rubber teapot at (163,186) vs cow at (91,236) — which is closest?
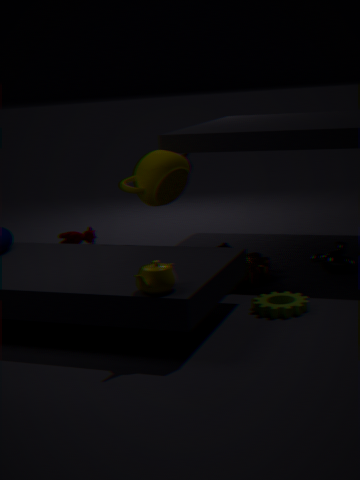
rubber teapot at (163,186)
